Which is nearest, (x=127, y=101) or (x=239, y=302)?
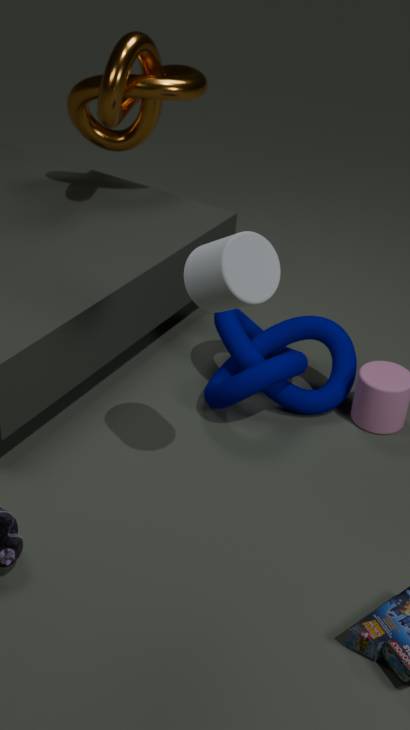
(x=239, y=302)
